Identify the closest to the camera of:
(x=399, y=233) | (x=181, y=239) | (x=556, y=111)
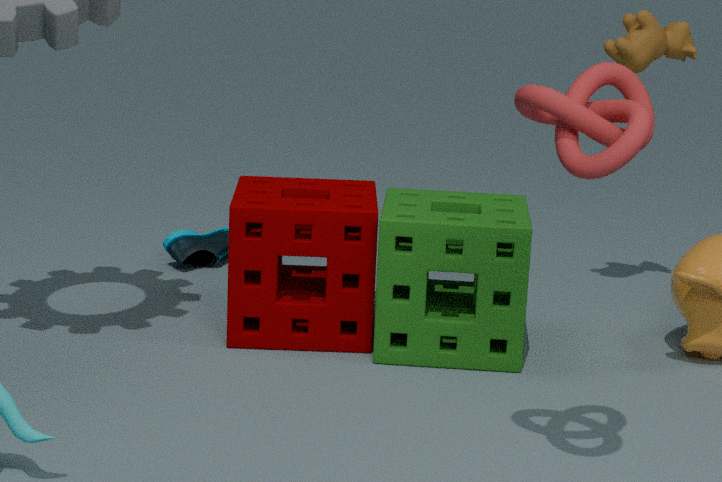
(x=556, y=111)
